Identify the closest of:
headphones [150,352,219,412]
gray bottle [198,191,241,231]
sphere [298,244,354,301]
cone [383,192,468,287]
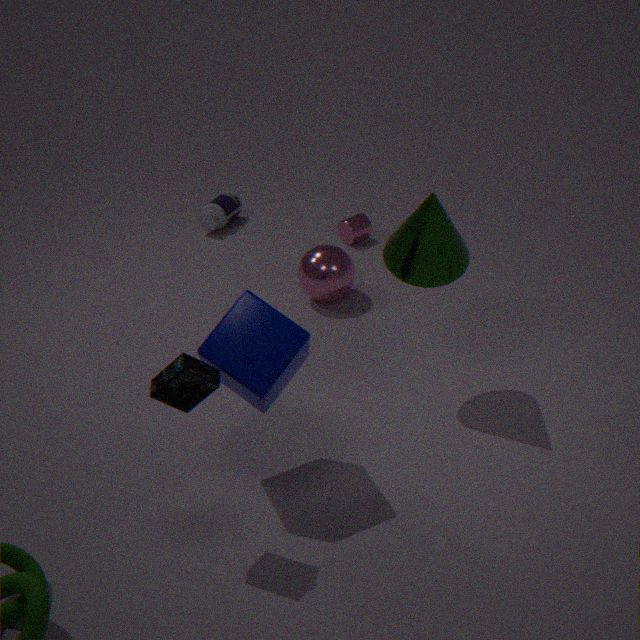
headphones [150,352,219,412]
